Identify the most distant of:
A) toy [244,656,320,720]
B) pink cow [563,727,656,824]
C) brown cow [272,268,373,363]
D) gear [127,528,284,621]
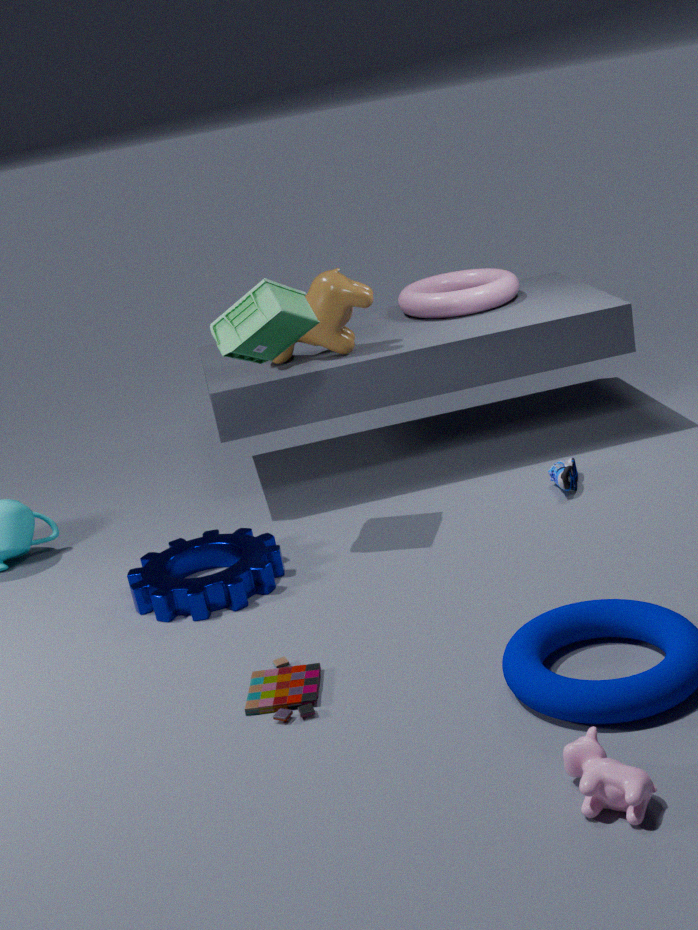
brown cow [272,268,373,363]
